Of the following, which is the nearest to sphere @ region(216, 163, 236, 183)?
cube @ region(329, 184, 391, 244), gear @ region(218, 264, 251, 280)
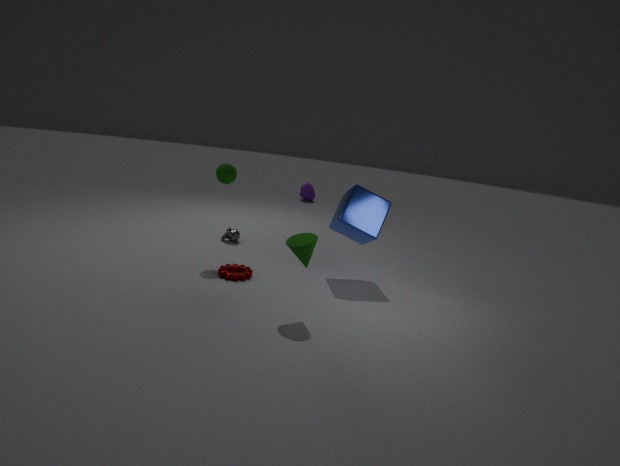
gear @ region(218, 264, 251, 280)
